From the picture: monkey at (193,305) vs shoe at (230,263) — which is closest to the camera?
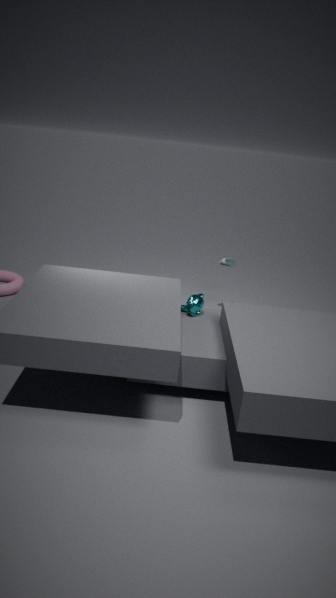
monkey at (193,305)
